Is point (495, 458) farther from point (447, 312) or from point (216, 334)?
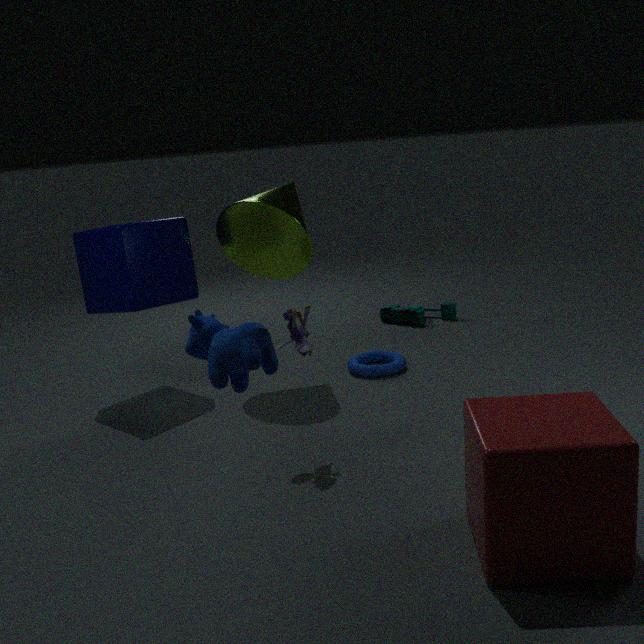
point (447, 312)
